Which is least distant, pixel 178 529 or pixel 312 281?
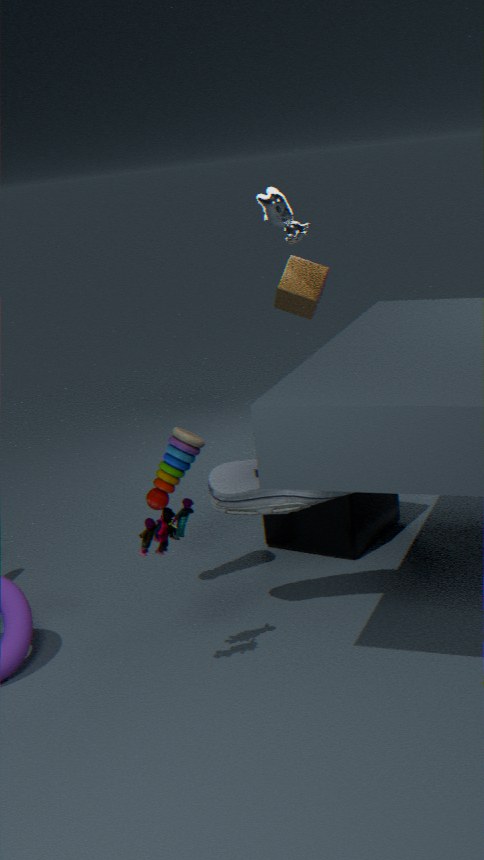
pixel 178 529
